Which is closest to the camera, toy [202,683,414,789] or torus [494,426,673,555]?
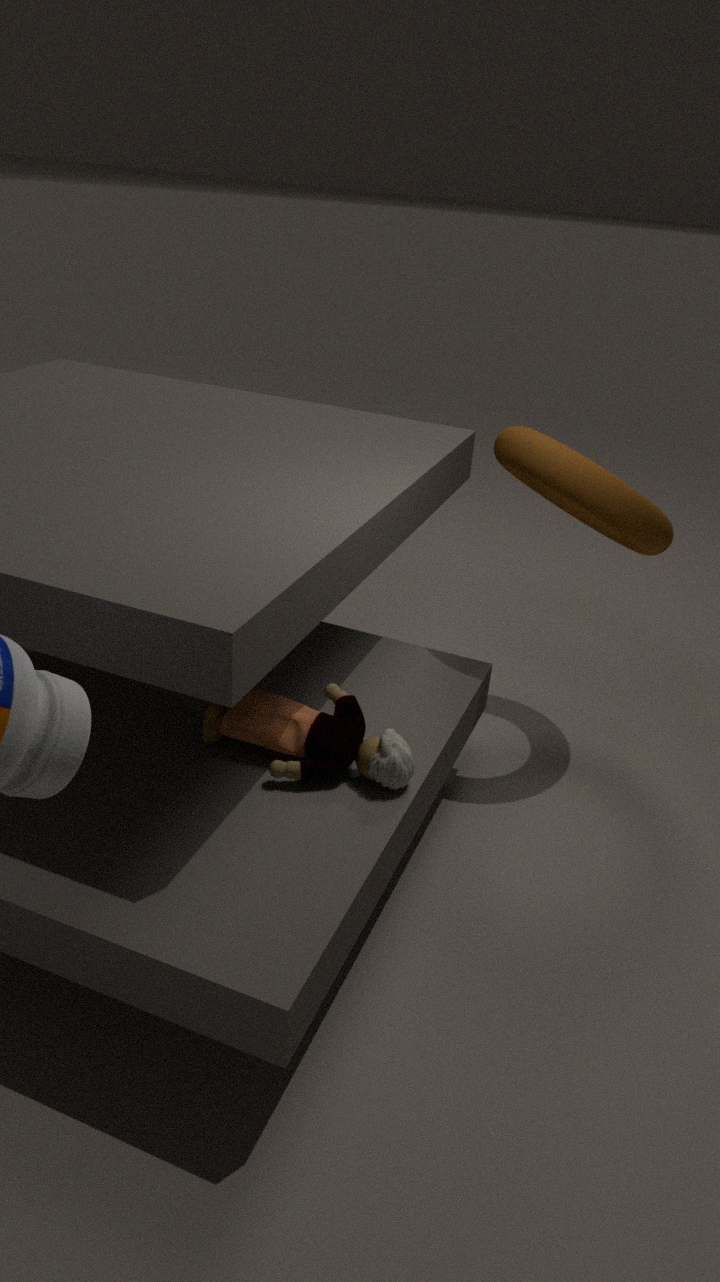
toy [202,683,414,789]
